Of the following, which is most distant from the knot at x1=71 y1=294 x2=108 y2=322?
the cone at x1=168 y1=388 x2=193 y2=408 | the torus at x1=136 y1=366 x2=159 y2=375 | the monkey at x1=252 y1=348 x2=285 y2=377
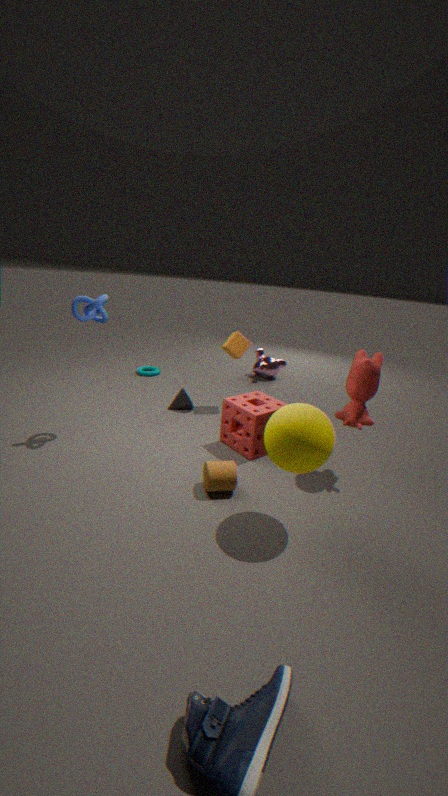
the monkey at x1=252 y1=348 x2=285 y2=377
